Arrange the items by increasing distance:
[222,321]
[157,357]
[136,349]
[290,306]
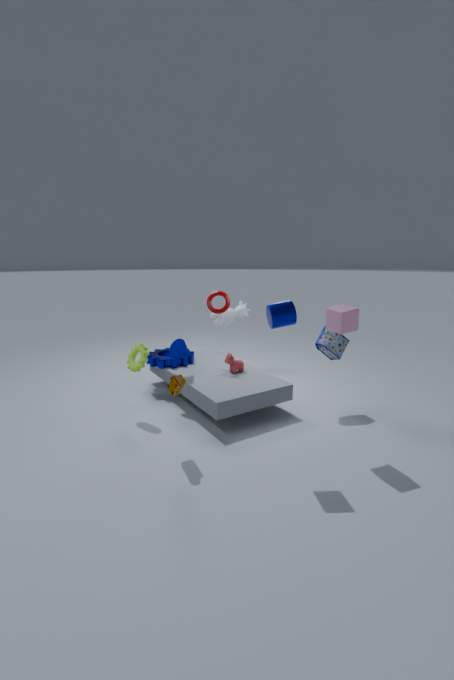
[290,306]
[136,349]
[157,357]
[222,321]
